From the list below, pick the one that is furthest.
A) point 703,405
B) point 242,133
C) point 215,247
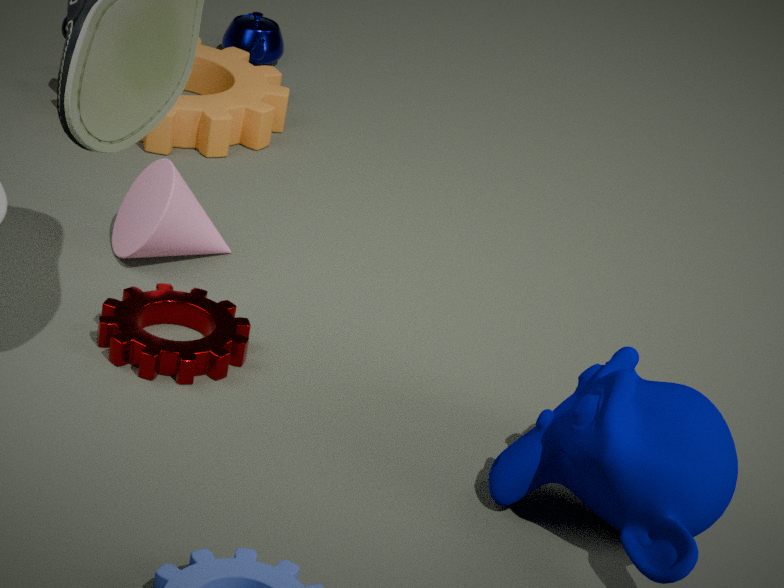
point 242,133
